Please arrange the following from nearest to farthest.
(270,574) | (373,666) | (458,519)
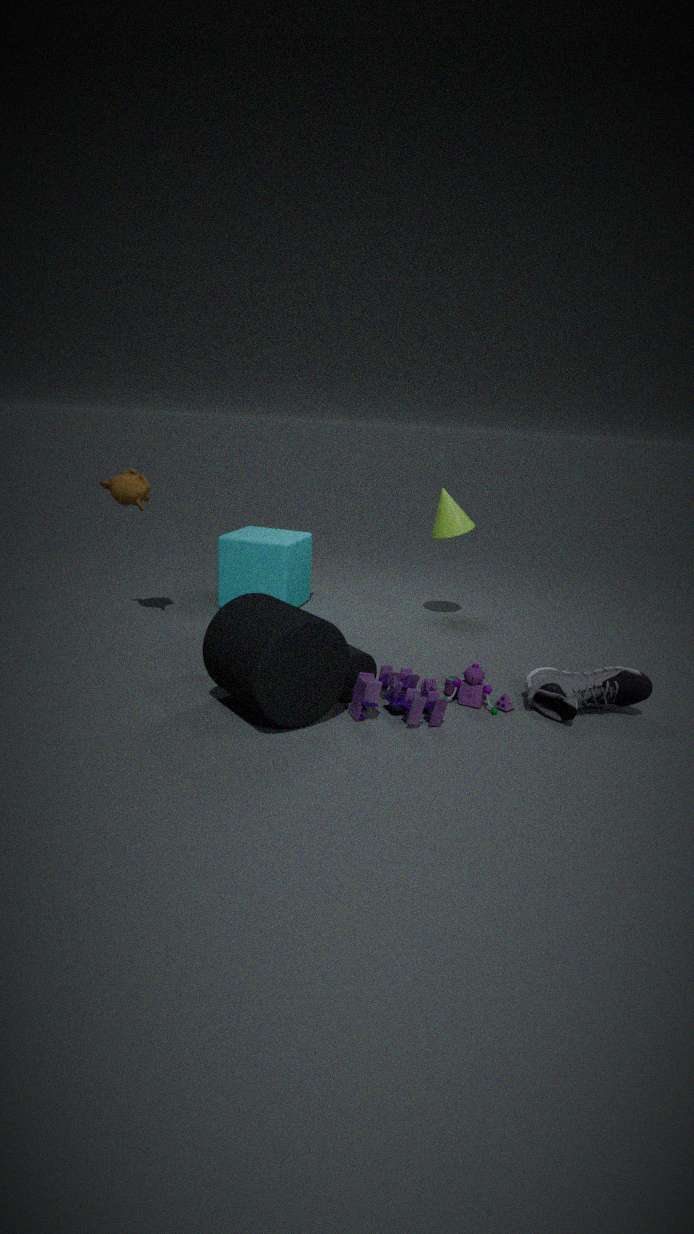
(373,666)
(458,519)
(270,574)
